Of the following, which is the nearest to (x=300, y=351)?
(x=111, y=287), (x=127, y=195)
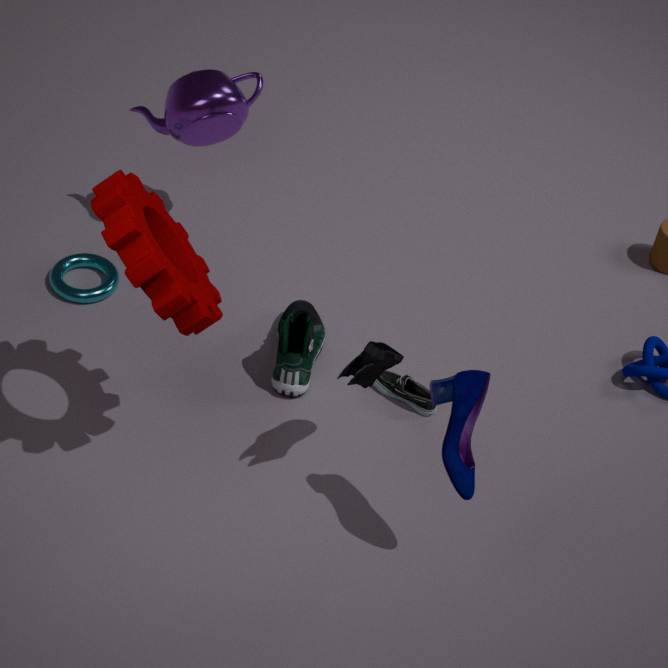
(x=111, y=287)
